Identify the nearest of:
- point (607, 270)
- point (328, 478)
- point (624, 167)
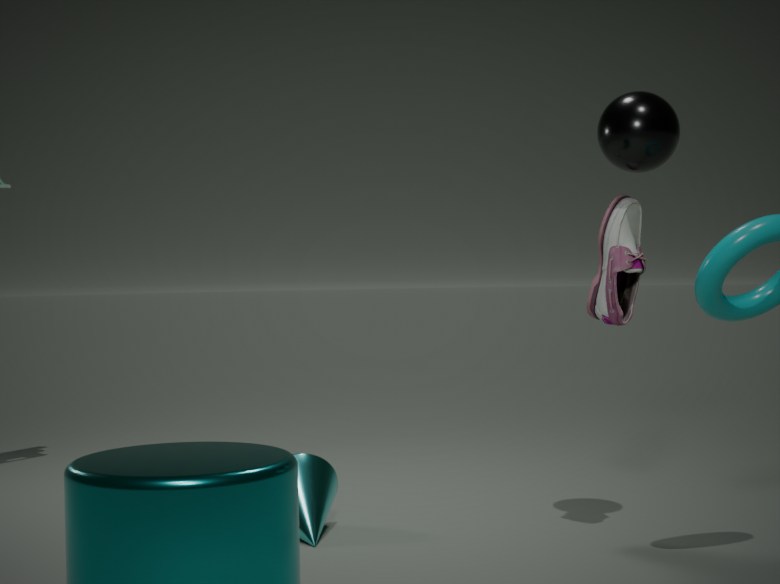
point (624, 167)
